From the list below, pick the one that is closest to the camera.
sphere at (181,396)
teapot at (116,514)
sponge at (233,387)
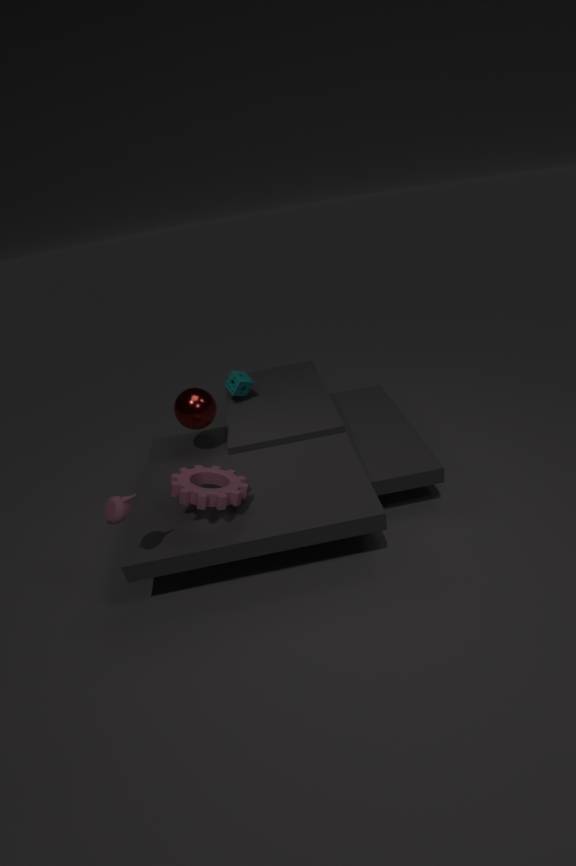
teapot at (116,514)
